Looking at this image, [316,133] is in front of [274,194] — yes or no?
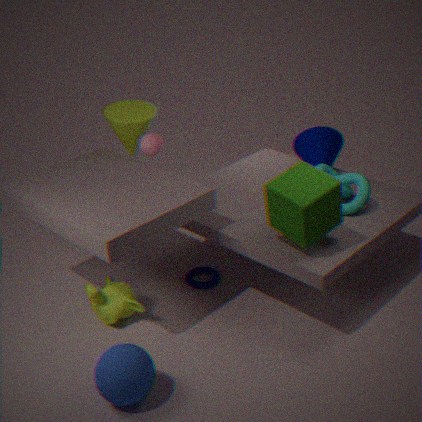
No
